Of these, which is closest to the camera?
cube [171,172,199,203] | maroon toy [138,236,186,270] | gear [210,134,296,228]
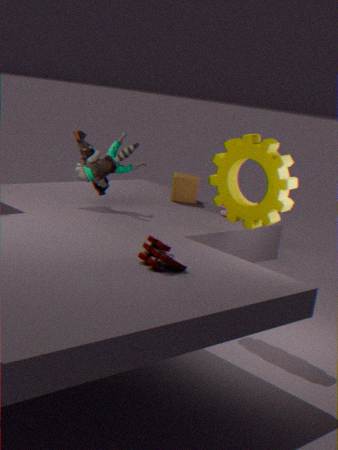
maroon toy [138,236,186,270]
